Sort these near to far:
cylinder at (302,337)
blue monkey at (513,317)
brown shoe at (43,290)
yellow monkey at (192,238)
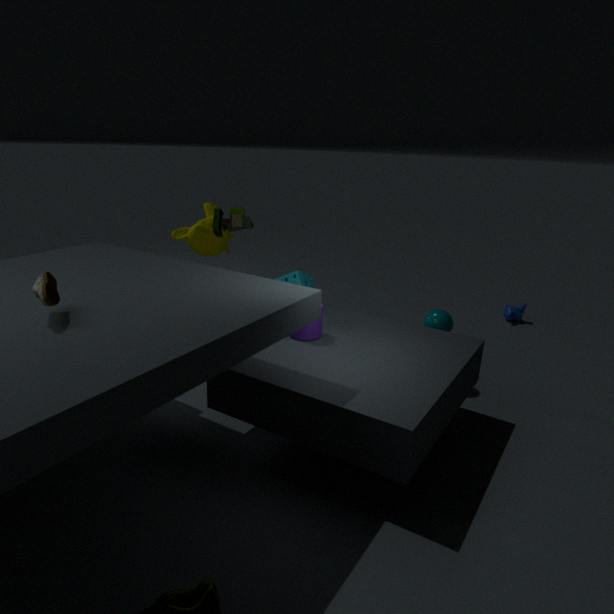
brown shoe at (43,290)
cylinder at (302,337)
yellow monkey at (192,238)
blue monkey at (513,317)
